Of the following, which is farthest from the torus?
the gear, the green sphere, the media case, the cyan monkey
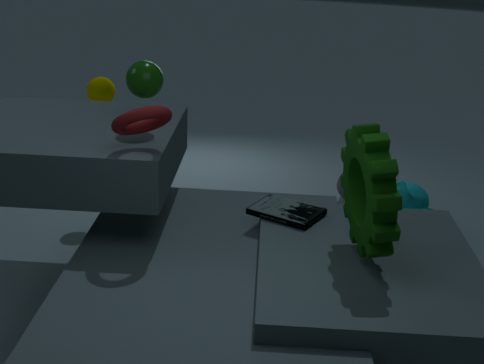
the cyan monkey
